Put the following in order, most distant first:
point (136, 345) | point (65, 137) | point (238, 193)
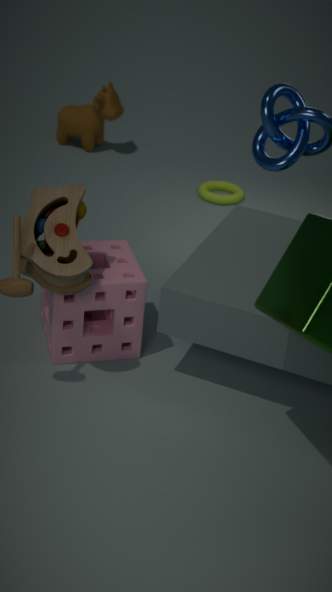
point (65, 137) < point (238, 193) < point (136, 345)
